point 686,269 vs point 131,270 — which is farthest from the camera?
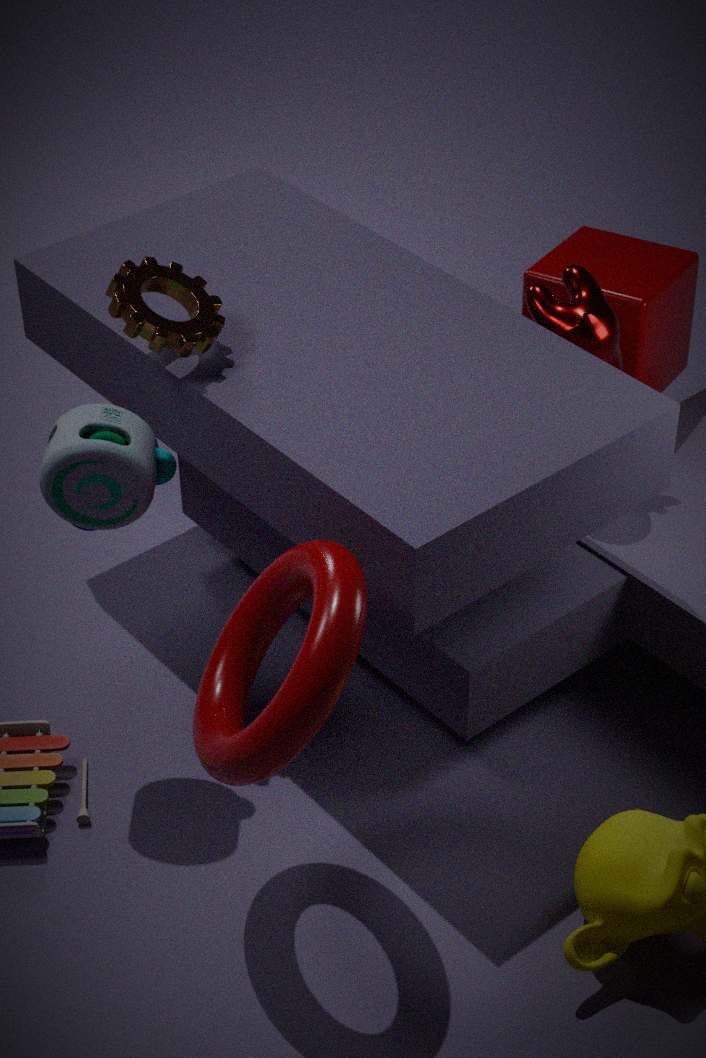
point 686,269
